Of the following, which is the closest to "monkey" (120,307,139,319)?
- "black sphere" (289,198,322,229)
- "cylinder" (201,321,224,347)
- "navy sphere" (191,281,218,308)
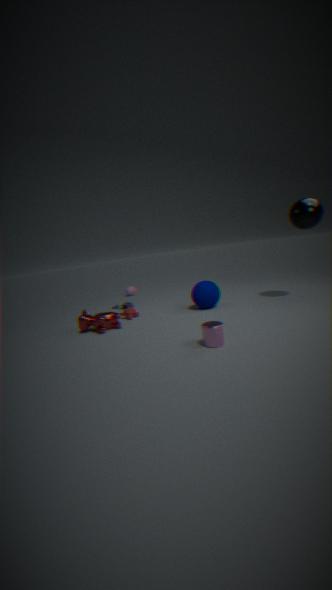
"navy sphere" (191,281,218,308)
